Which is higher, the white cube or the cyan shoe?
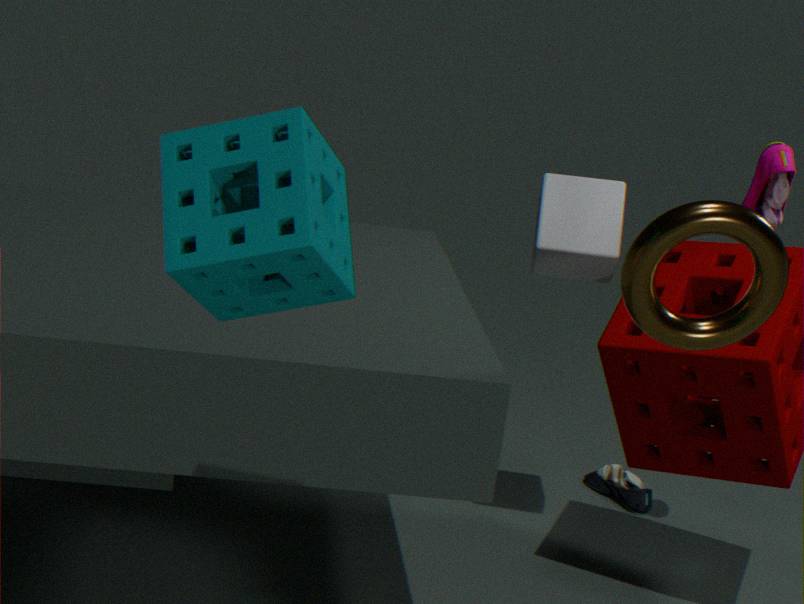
the white cube
